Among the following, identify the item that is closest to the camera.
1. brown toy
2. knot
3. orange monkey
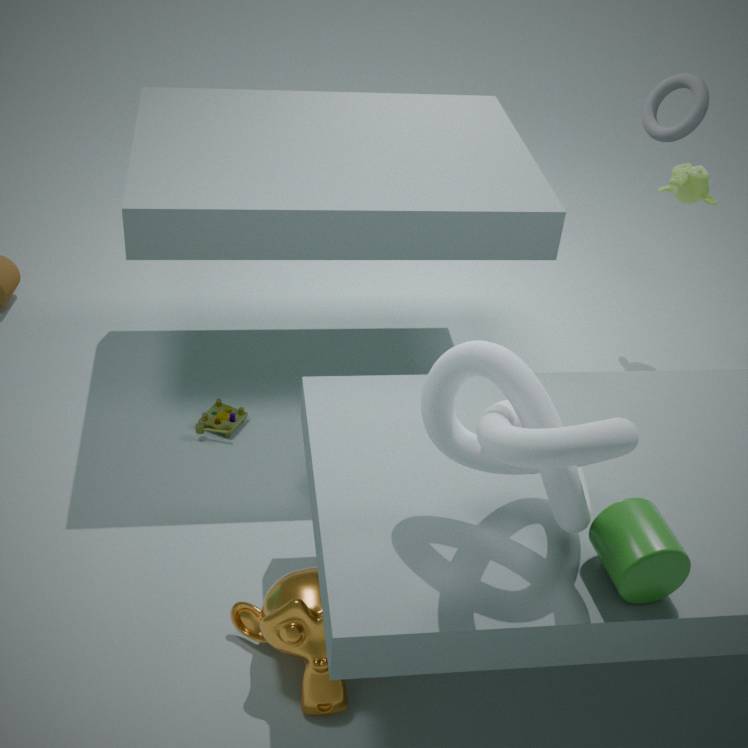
knot
